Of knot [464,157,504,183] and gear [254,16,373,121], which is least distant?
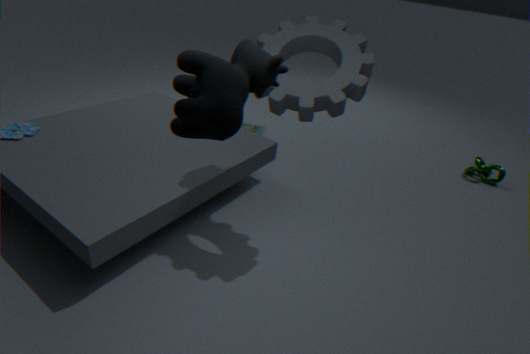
gear [254,16,373,121]
